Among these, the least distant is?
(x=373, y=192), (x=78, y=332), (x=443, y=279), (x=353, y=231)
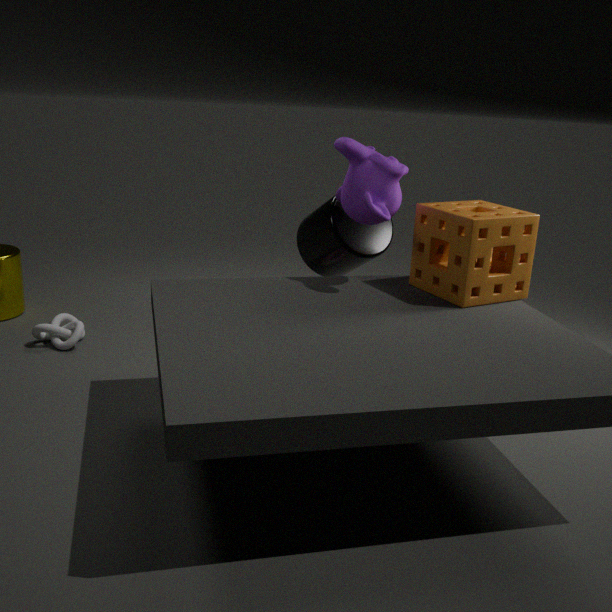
(x=373, y=192)
